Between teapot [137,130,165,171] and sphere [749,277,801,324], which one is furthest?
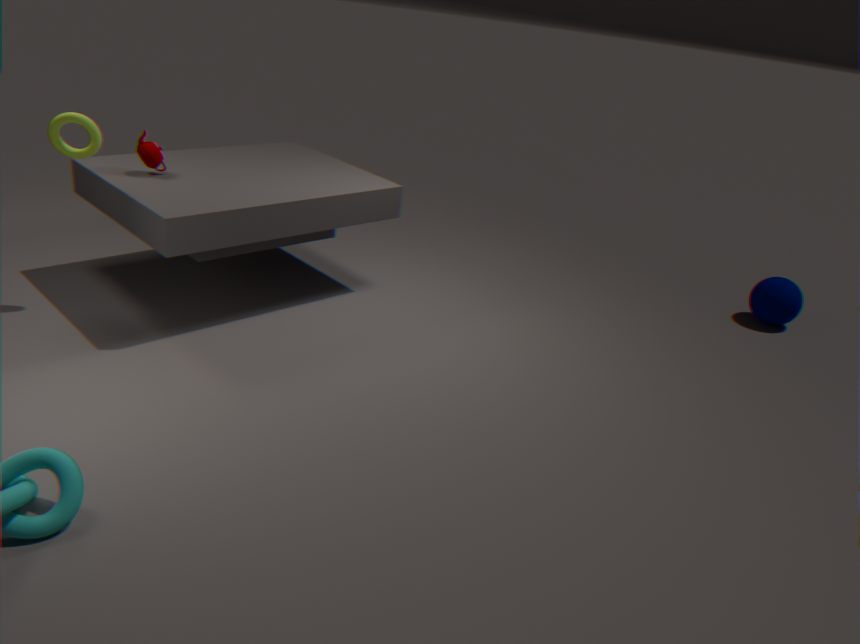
sphere [749,277,801,324]
